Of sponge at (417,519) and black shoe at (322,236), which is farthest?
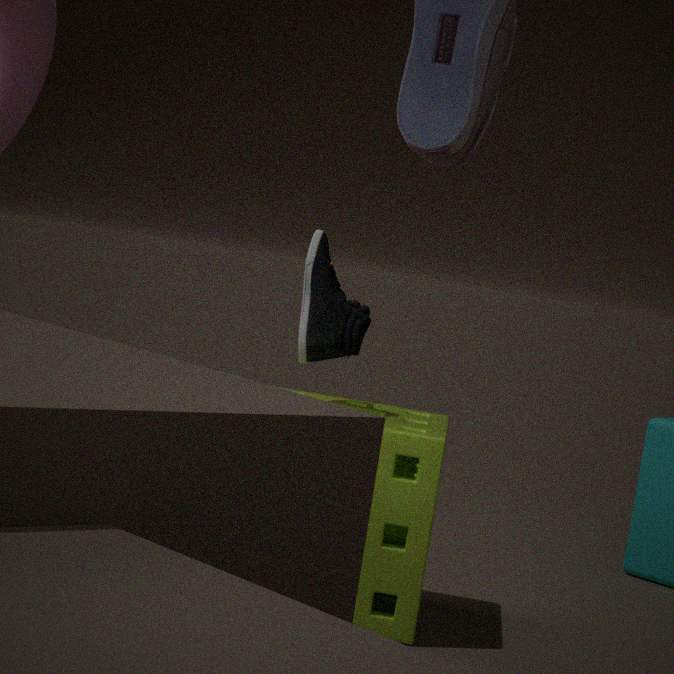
Answer: black shoe at (322,236)
